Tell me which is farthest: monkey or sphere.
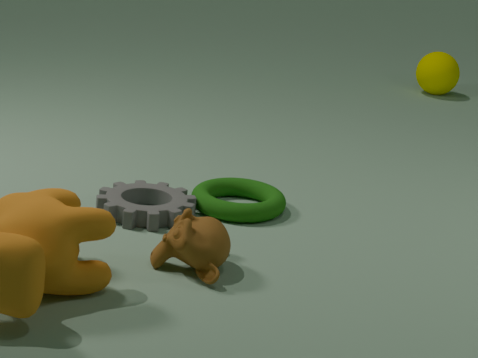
sphere
